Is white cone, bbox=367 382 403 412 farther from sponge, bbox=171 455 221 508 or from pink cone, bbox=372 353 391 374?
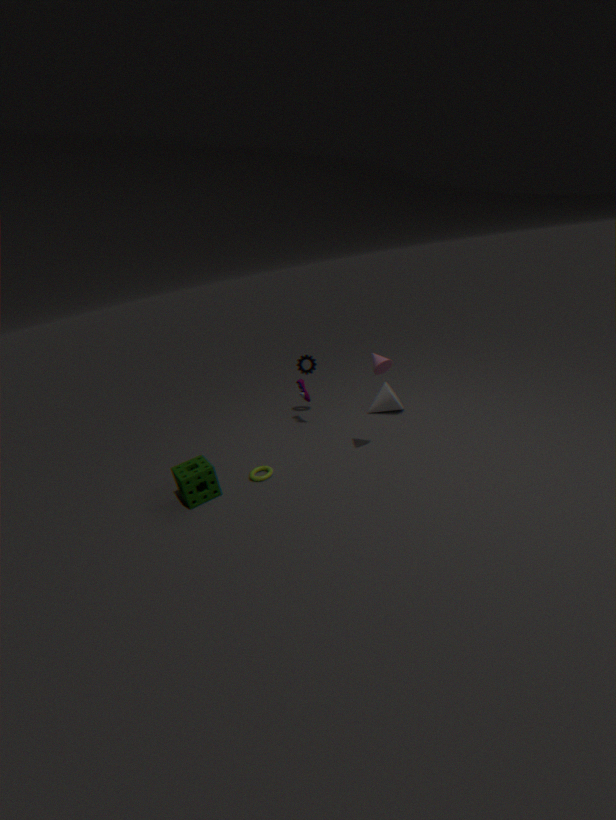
sponge, bbox=171 455 221 508
